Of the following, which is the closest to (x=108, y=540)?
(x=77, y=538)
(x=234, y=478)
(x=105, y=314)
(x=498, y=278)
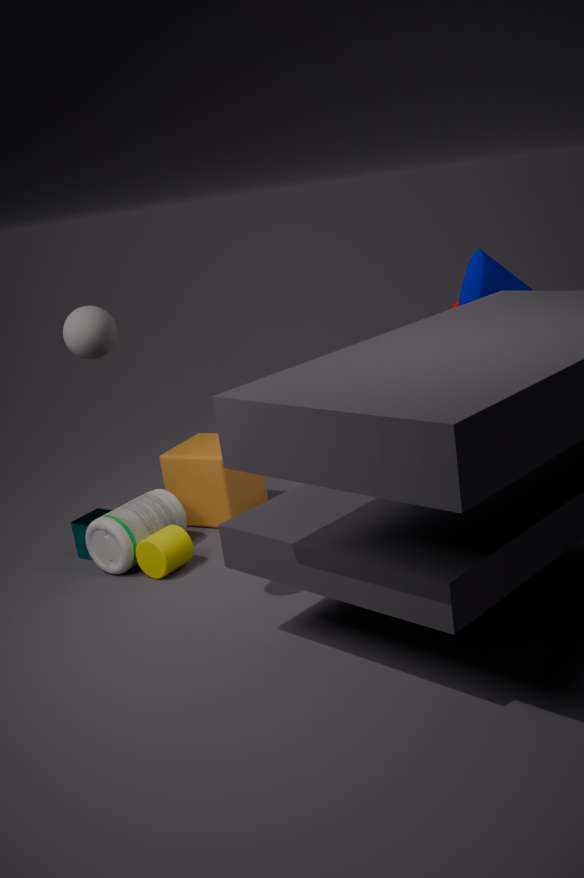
(x=77, y=538)
